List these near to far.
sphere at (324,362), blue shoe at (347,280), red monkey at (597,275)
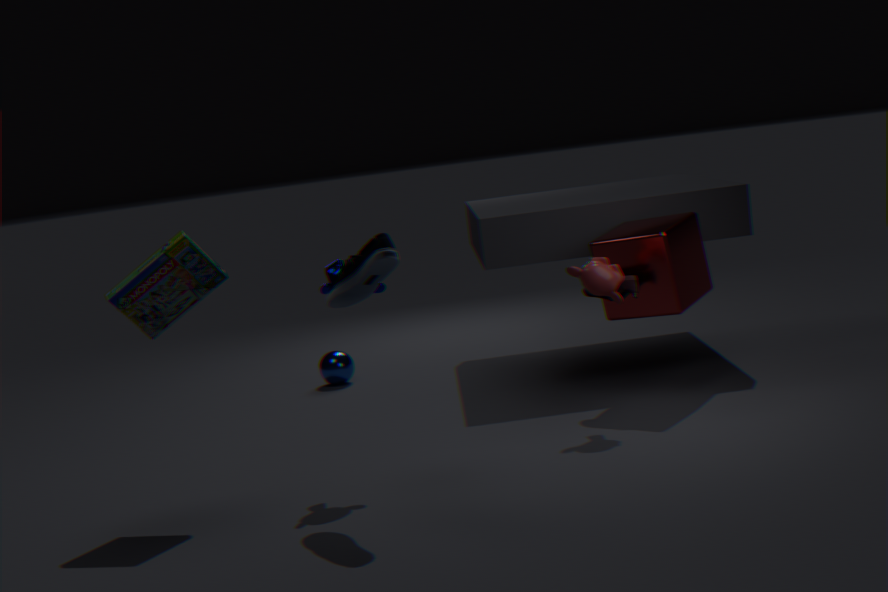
1. blue shoe at (347,280)
2. red monkey at (597,275)
3. sphere at (324,362)
